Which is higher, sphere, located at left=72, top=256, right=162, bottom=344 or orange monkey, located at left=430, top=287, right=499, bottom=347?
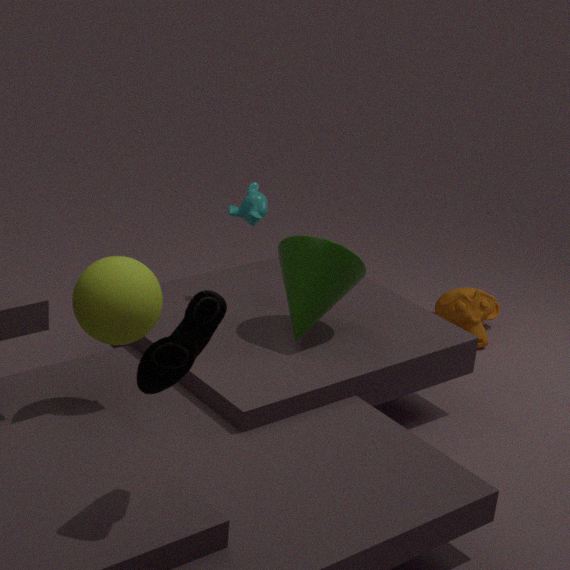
sphere, located at left=72, top=256, right=162, bottom=344
